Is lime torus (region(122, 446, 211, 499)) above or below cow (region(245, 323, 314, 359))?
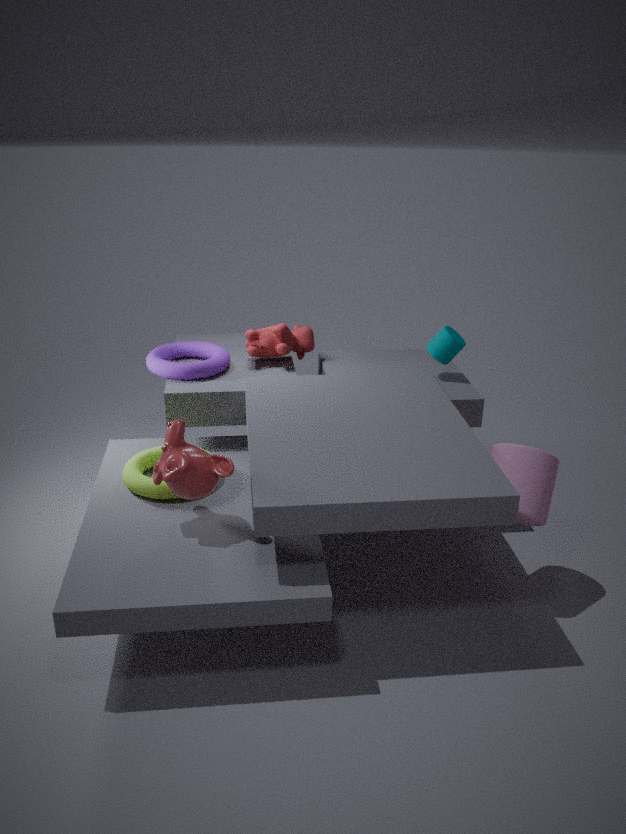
below
